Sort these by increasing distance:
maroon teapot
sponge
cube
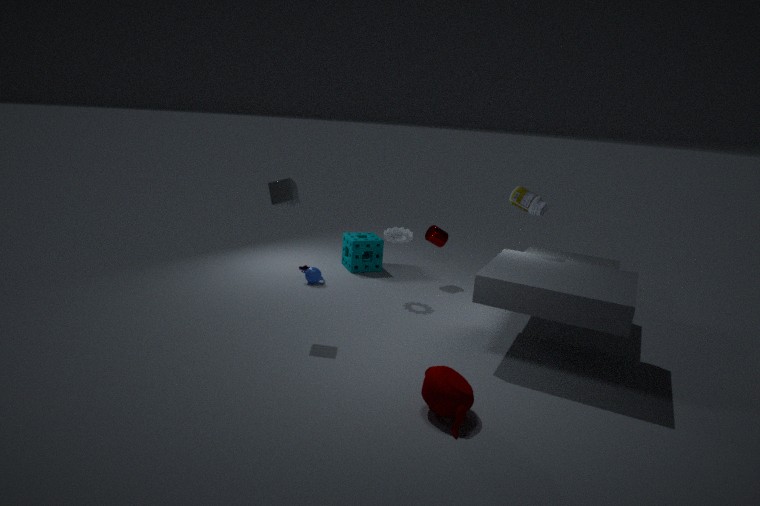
1. maroon teapot
2. cube
3. sponge
